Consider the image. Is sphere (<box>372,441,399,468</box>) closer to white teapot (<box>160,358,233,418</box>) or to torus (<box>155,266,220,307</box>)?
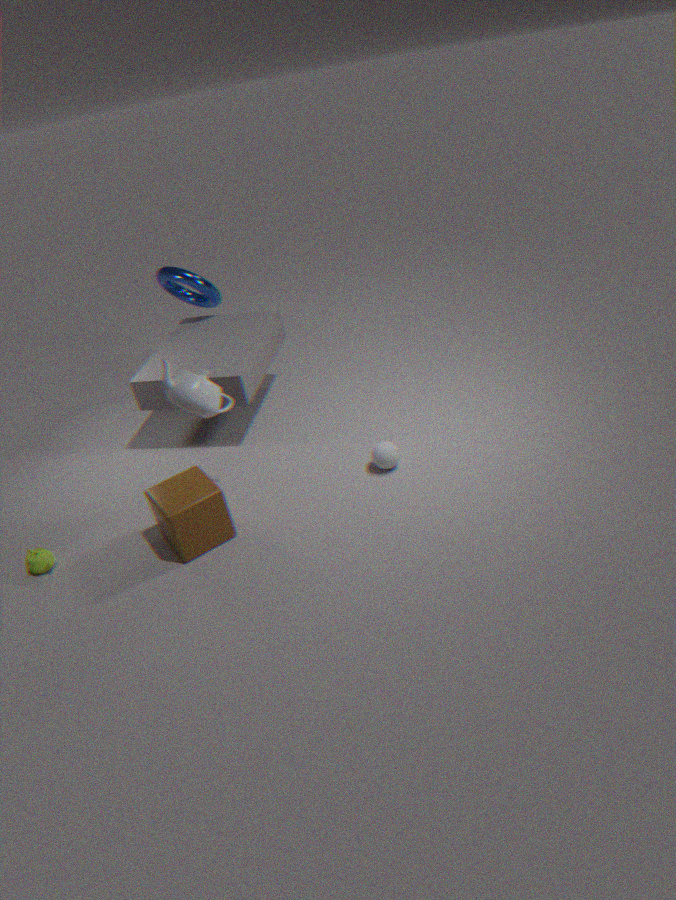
white teapot (<box>160,358,233,418</box>)
